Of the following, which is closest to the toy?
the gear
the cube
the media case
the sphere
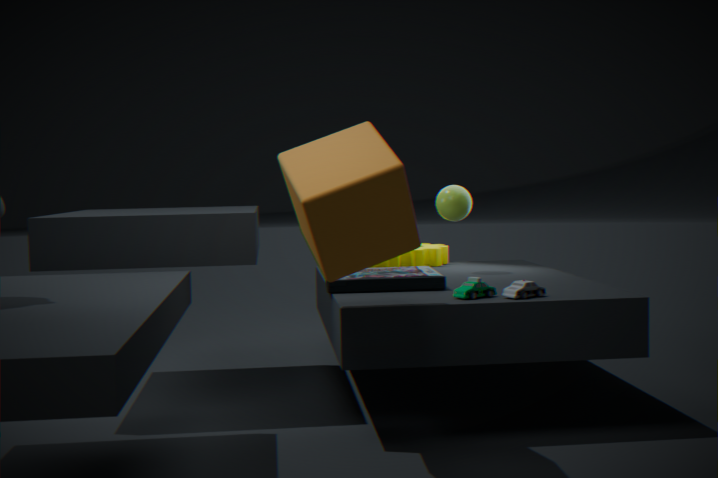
the media case
